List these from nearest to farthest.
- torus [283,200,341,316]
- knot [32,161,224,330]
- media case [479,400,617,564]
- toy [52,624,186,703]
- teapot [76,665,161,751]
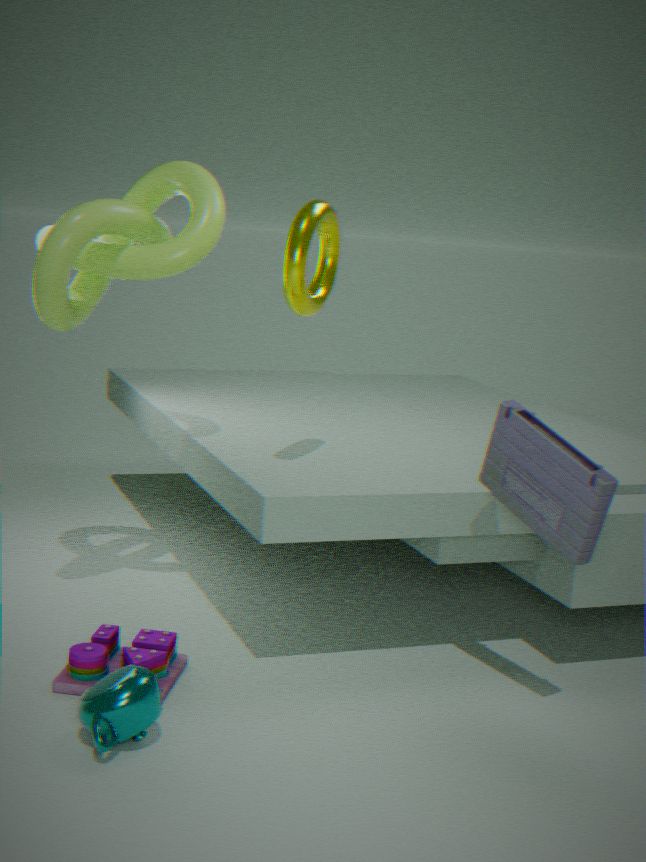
1. teapot [76,665,161,751]
2. media case [479,400,617,564]
3. toy [52,624,186,703]
4. torus [283,200,341,316]
5. knot [32,161,224,330]
